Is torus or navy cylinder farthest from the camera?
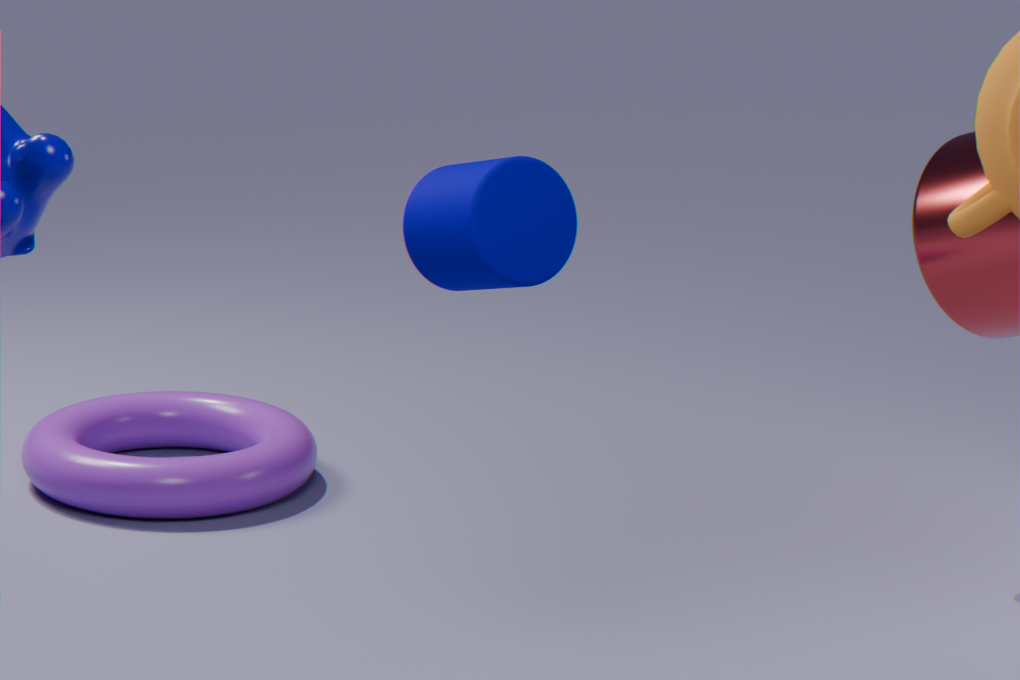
torus
